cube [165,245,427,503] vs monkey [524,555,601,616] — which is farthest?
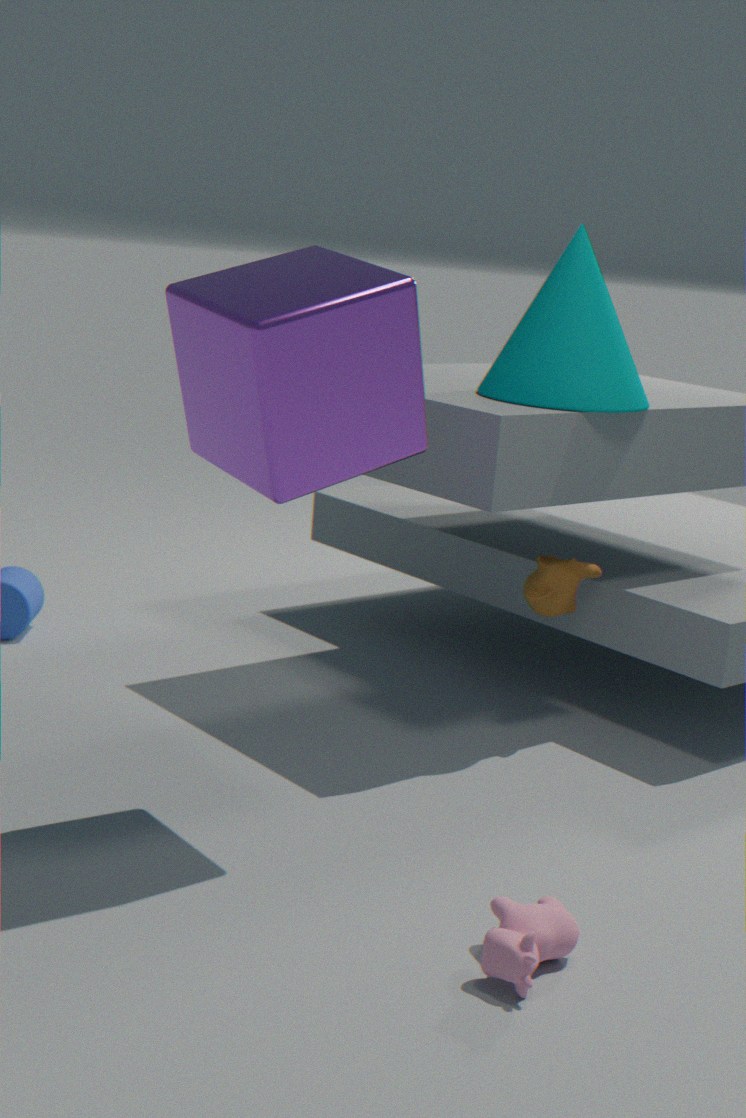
monkey [524,555,601,616]
